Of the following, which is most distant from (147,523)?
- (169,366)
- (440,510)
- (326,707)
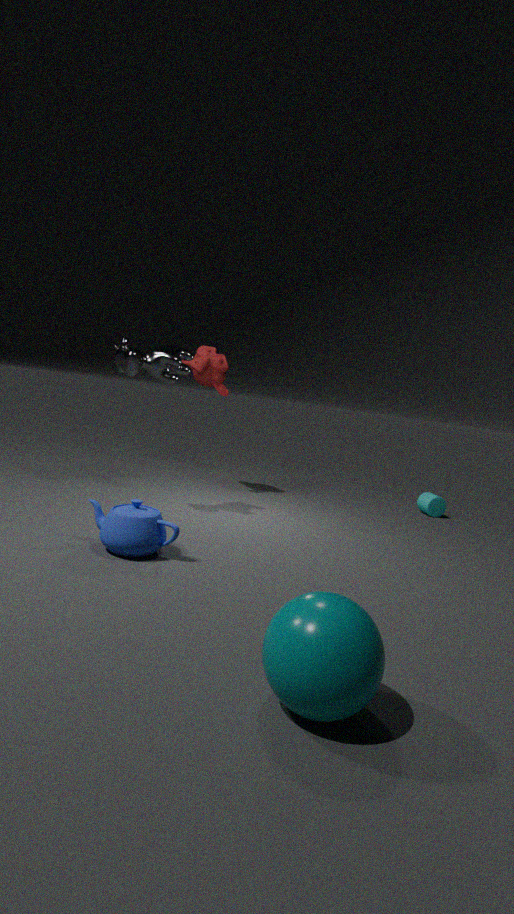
(440,510)
